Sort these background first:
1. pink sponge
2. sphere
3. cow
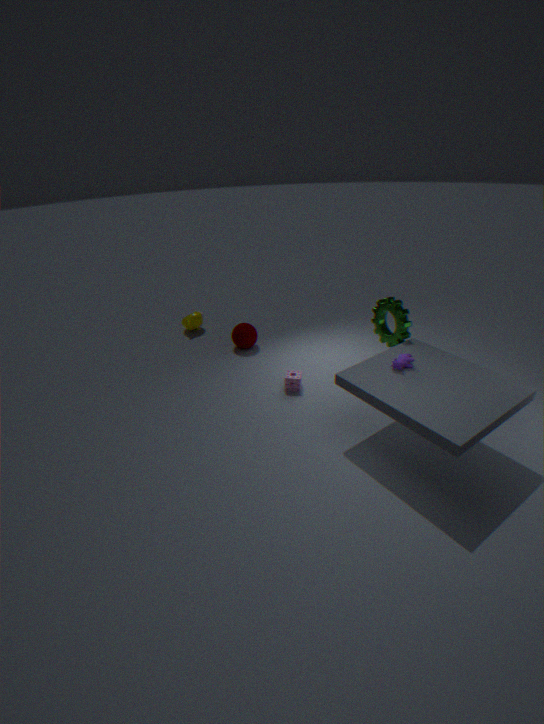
1. sphere
2. pink sponge
3. cow
